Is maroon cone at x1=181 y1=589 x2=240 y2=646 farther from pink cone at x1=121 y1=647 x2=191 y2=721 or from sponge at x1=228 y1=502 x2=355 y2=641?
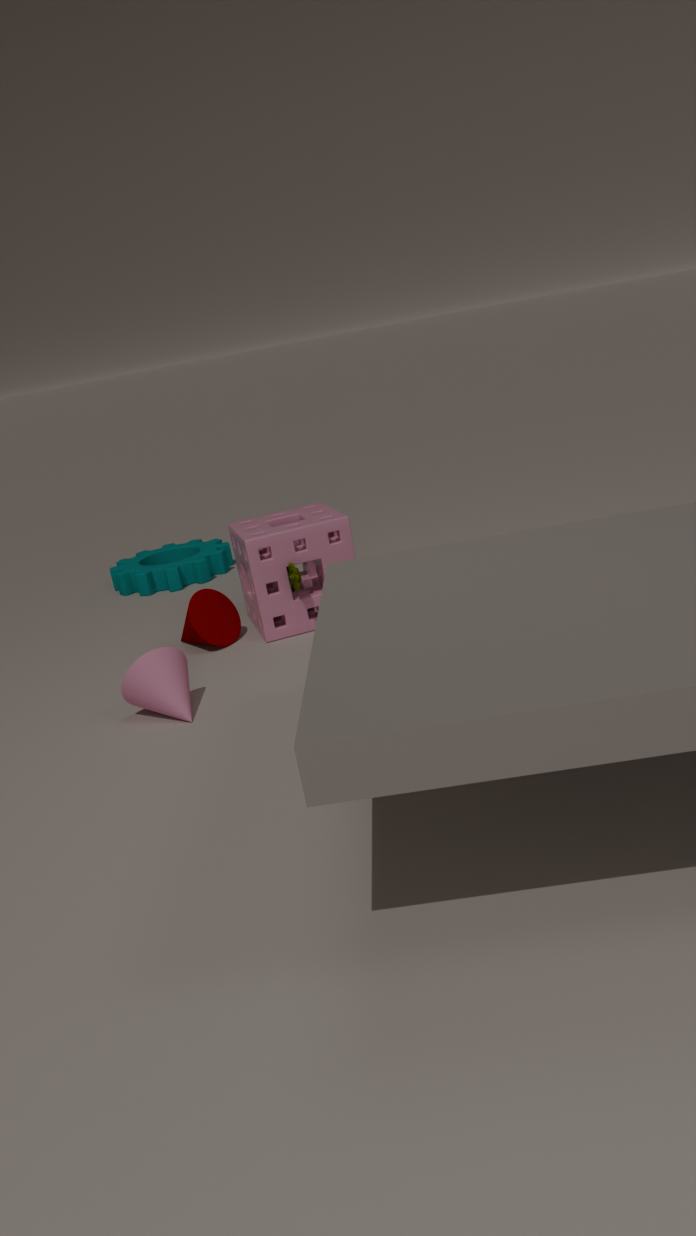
pink cone at x1=121 y1=647 x2=191 y2=721
